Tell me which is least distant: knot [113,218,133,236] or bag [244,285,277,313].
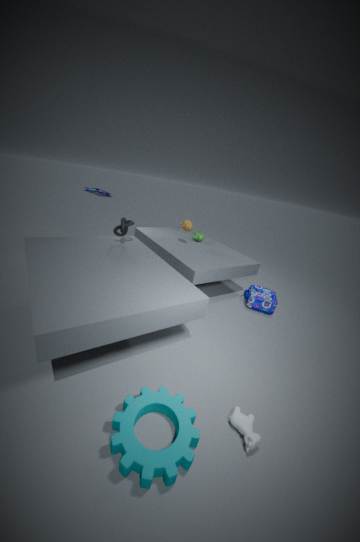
knot [113,218,133,236]
